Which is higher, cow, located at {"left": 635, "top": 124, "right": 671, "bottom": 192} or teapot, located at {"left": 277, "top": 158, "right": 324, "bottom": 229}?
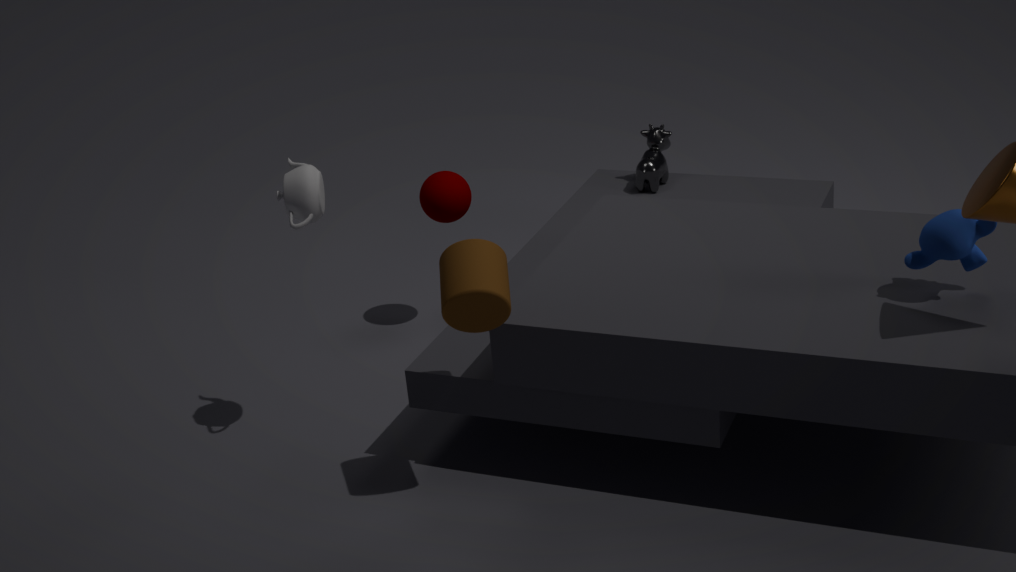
teapot, located at {"left": 277, "top": 158, "right": 324, "bottom": 229}
